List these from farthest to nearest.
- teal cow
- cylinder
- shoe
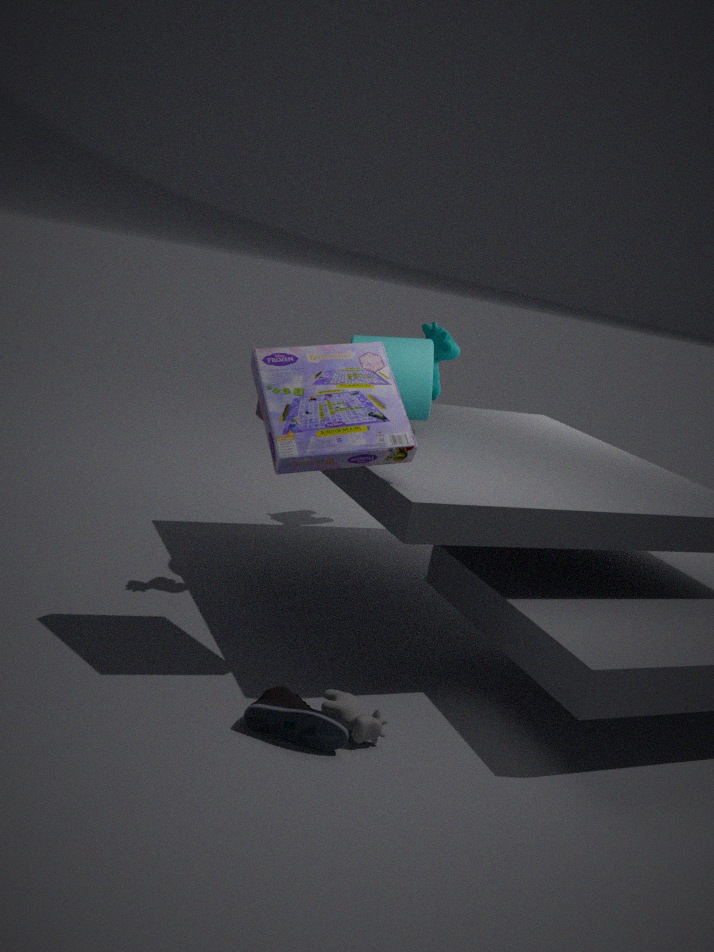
teal cow
cylinder
shoe
